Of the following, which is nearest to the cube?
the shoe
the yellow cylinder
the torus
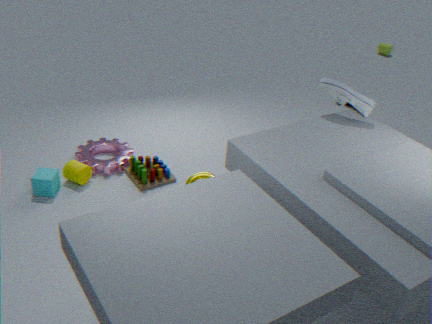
the yellow cylinder
